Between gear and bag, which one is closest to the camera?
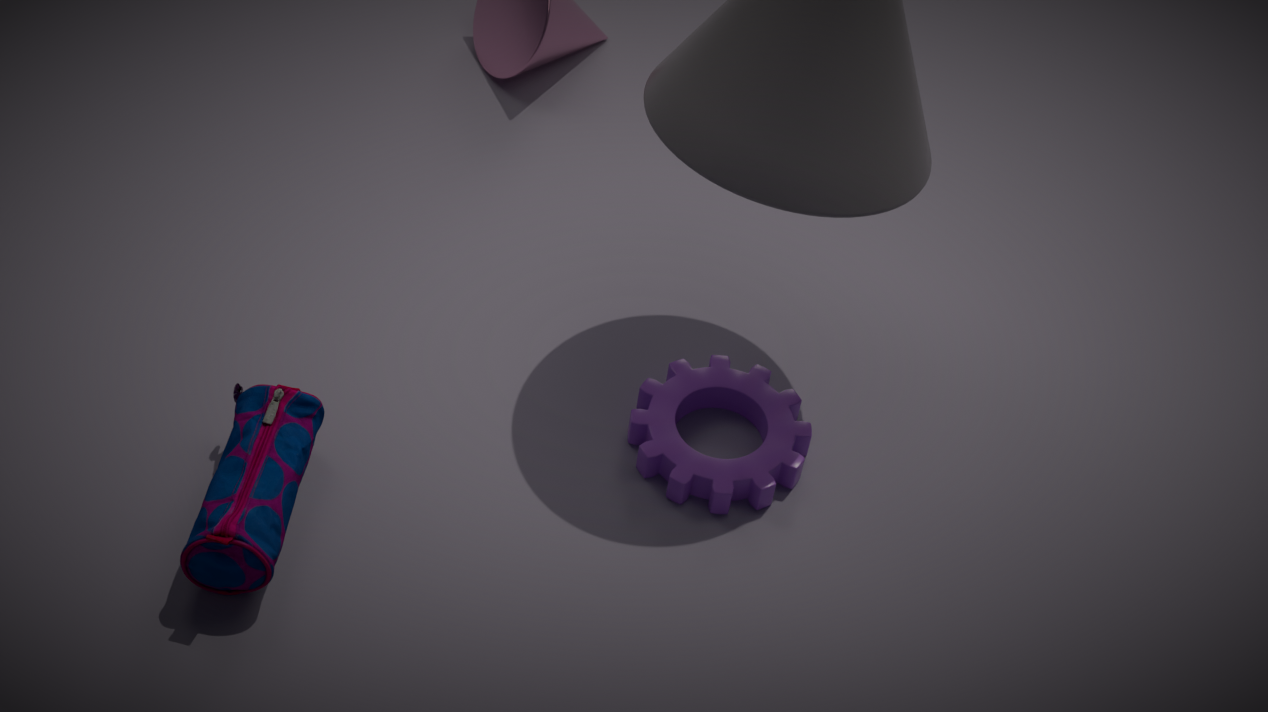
bag
